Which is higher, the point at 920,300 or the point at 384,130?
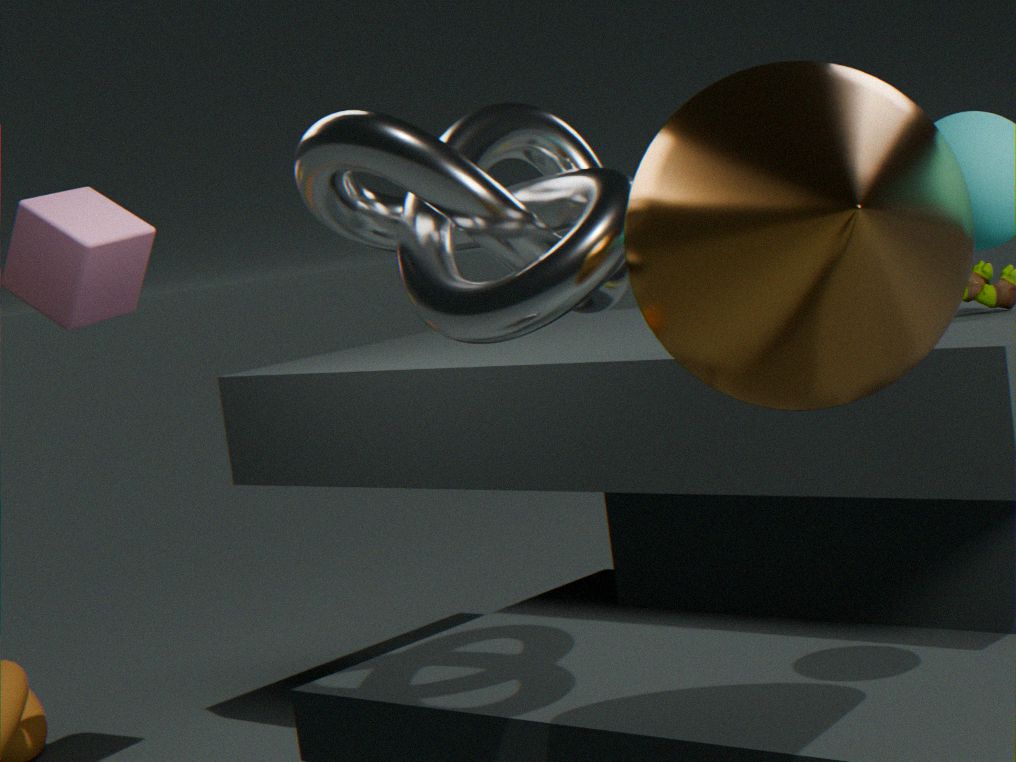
the point at 384,130
